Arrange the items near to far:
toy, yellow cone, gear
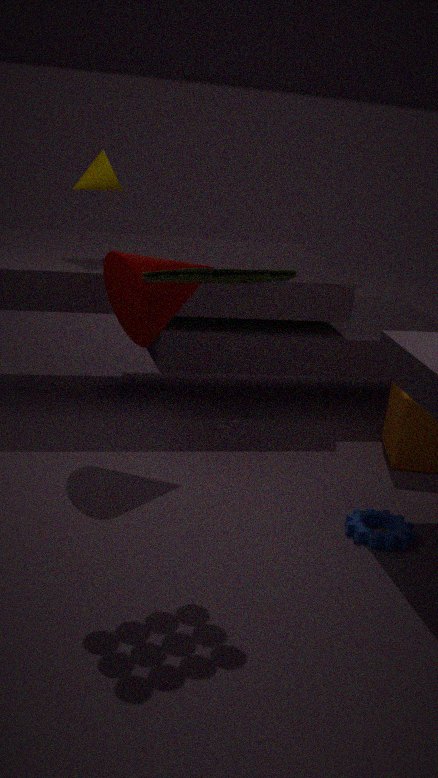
1. toy
2. gear
3. yellow cone
